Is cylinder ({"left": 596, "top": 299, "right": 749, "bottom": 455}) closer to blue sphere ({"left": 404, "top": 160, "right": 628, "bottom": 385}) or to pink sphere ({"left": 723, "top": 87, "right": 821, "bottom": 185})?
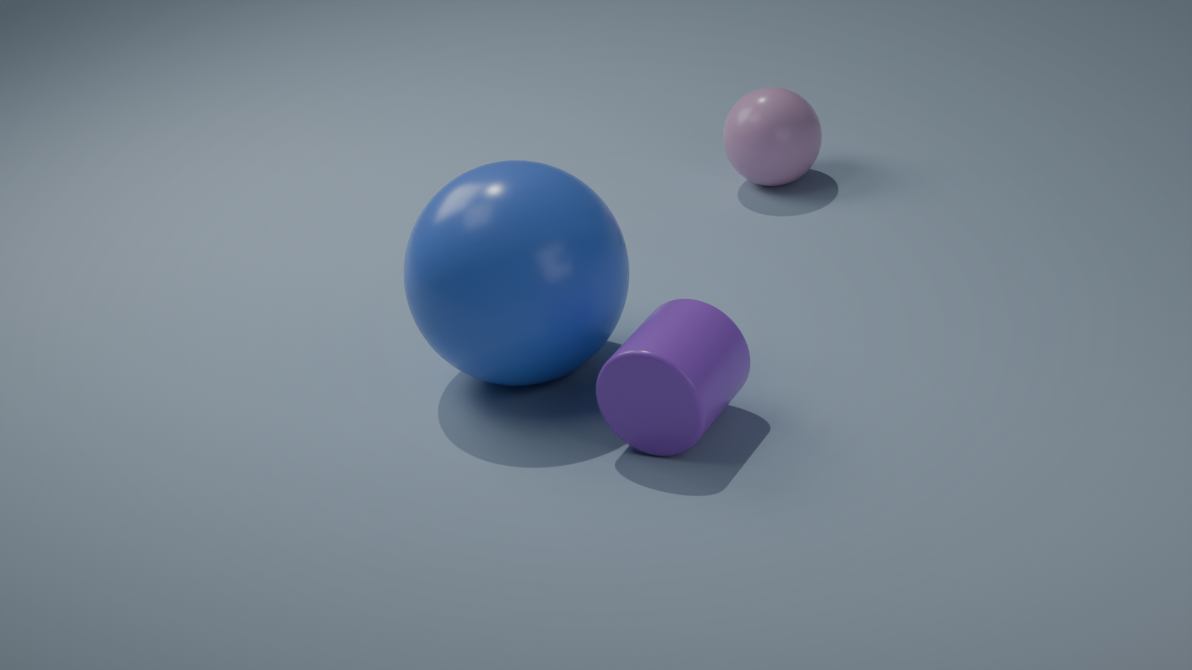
blue sphere ({"left": 404, "top": 160, "right": 628, "bottom": 385})
